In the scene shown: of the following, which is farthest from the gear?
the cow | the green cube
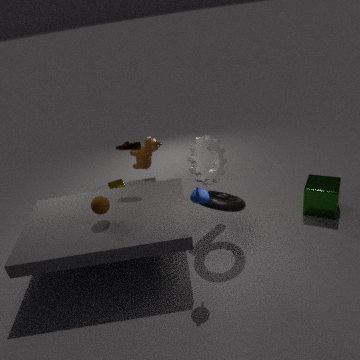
the green cube
